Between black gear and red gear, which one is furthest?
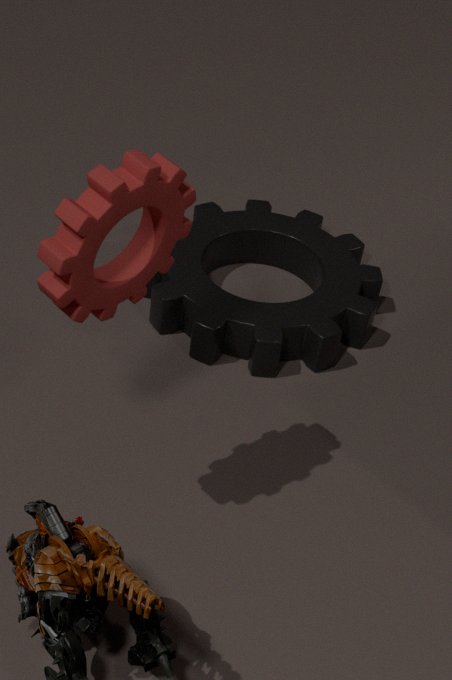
black gear
